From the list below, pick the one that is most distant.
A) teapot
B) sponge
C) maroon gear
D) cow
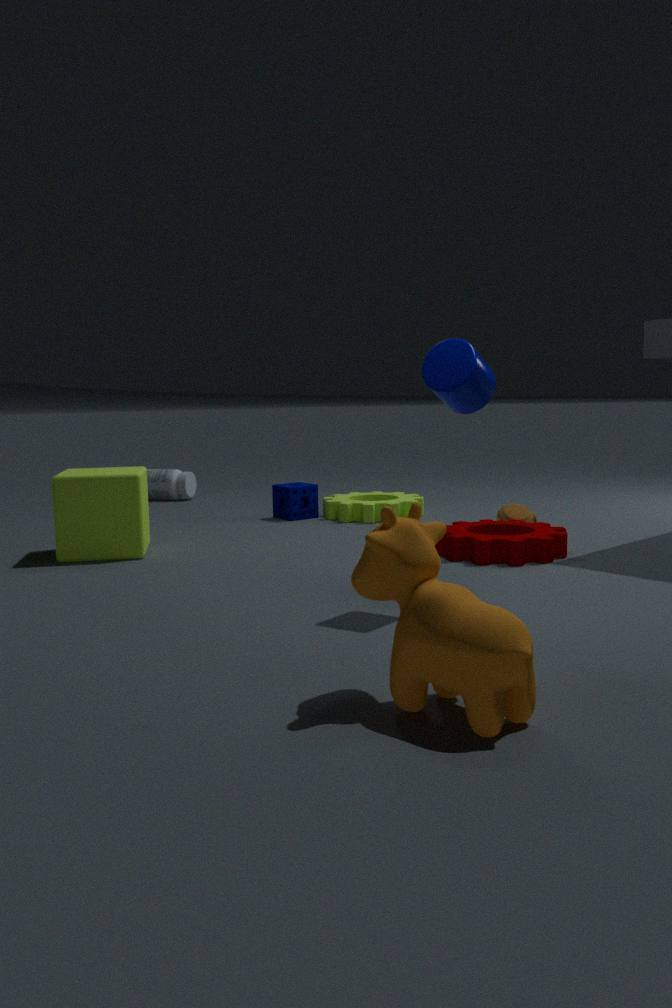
sponge
